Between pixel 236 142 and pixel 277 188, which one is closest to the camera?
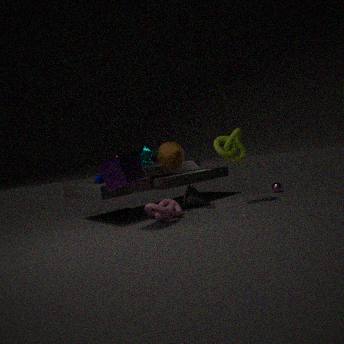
pixel 236 142
